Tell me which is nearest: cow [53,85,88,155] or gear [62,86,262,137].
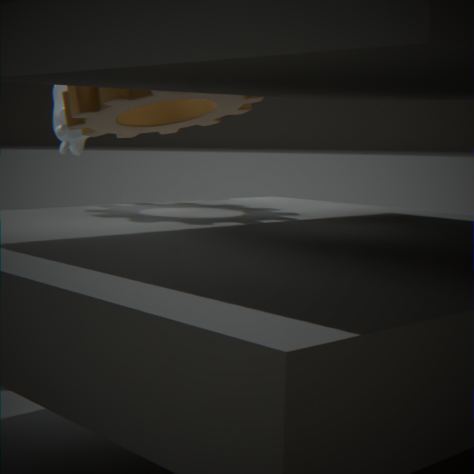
gear [62,86,262,137]
